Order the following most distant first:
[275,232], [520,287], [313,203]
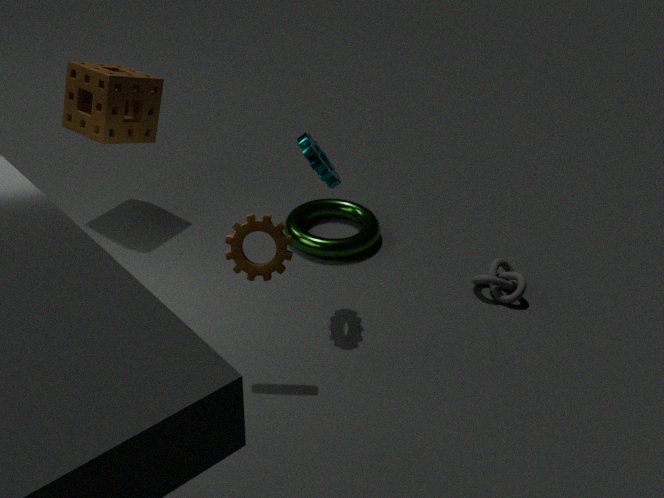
[313,203], [520,287], [275,232]
